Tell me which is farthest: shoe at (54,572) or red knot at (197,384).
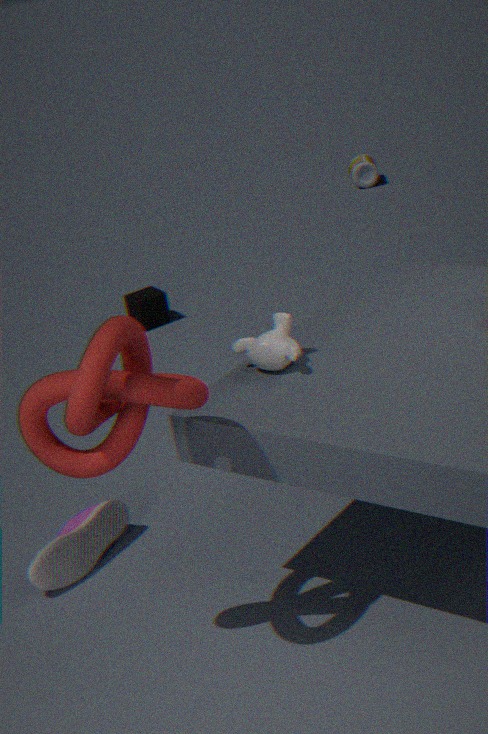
shoe at (54,572)
